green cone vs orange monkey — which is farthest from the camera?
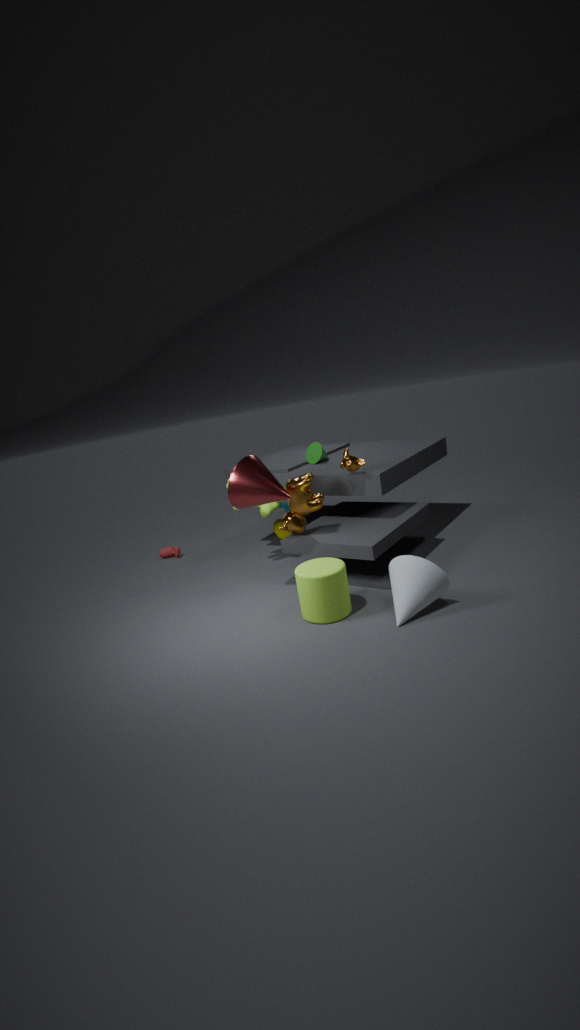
green cone
